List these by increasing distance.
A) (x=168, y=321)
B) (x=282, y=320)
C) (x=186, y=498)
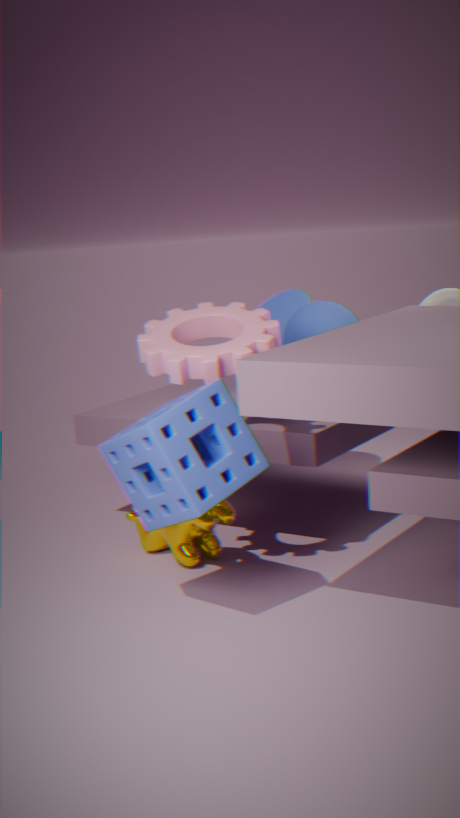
(x=186, y=498) < (x=168, y=321) < (x=282, y=320)
